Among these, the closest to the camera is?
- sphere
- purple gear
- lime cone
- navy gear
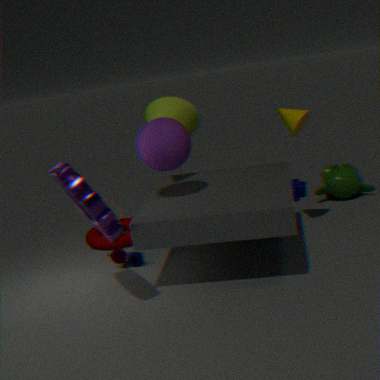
purple gear
